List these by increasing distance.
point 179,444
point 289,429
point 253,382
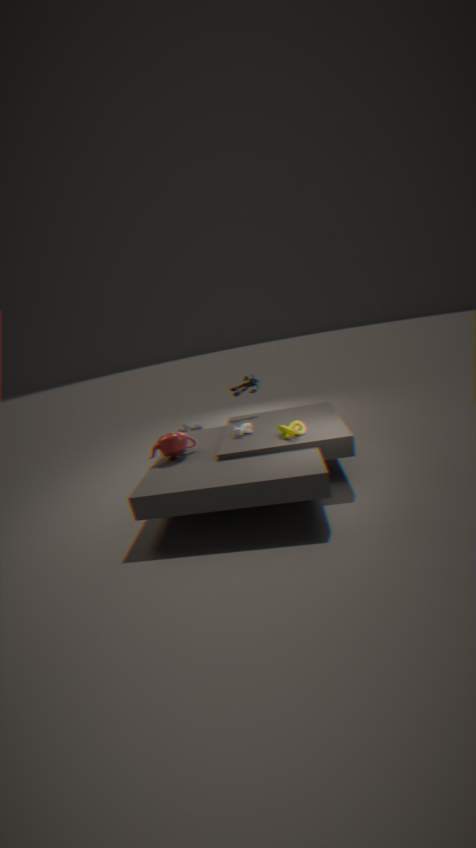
point 289,429 < point 179,444 < point 253,382
